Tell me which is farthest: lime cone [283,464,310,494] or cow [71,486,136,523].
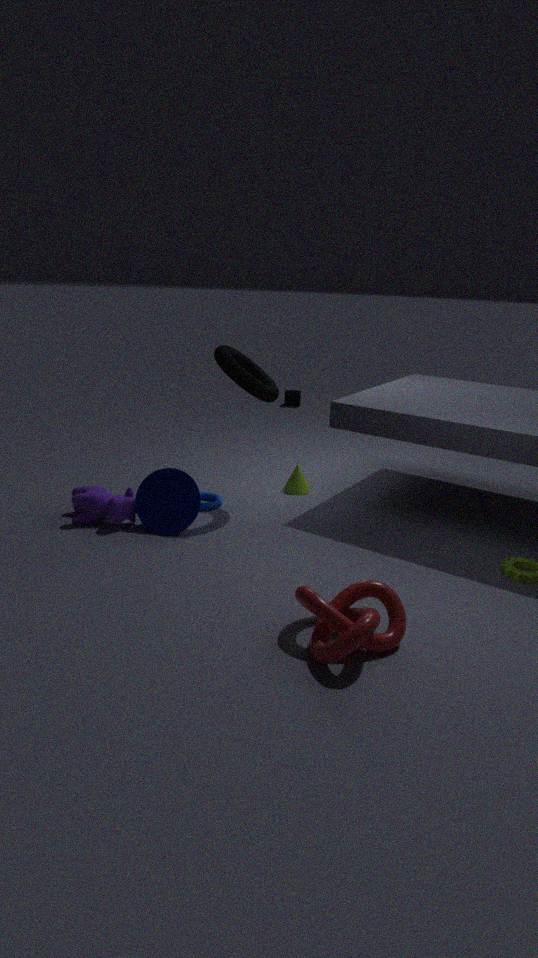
lime cone [283,464,310,494]
